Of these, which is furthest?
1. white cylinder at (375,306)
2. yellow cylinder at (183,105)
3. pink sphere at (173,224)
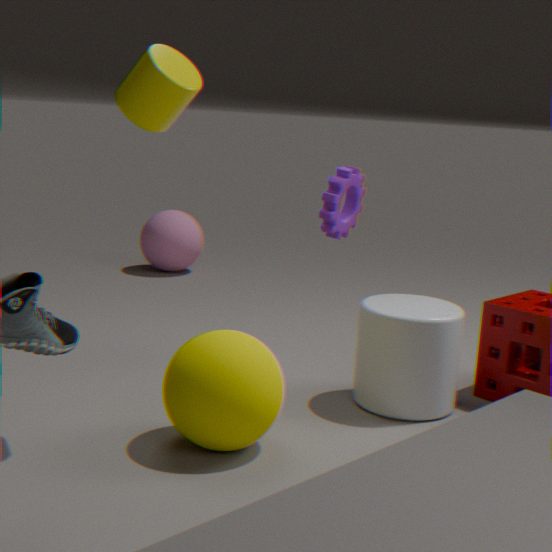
pink sphere at (173,224)
